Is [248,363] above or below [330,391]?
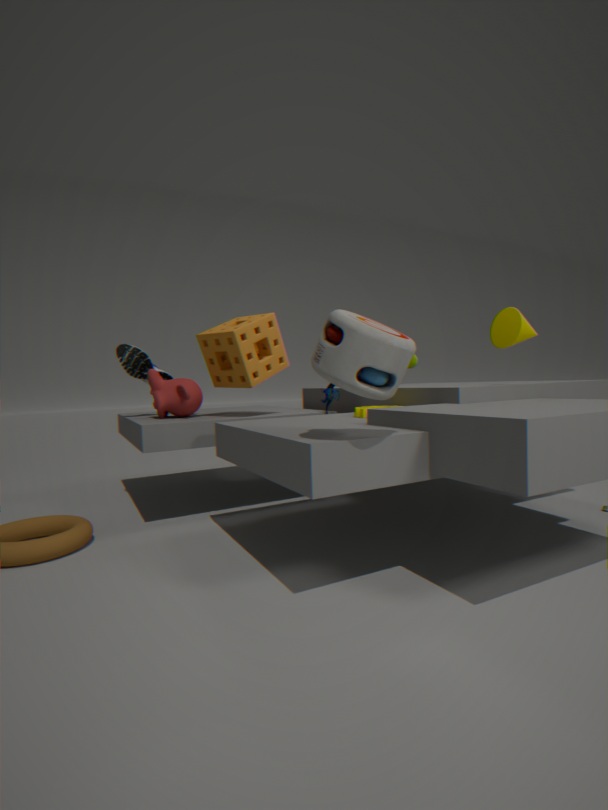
above
